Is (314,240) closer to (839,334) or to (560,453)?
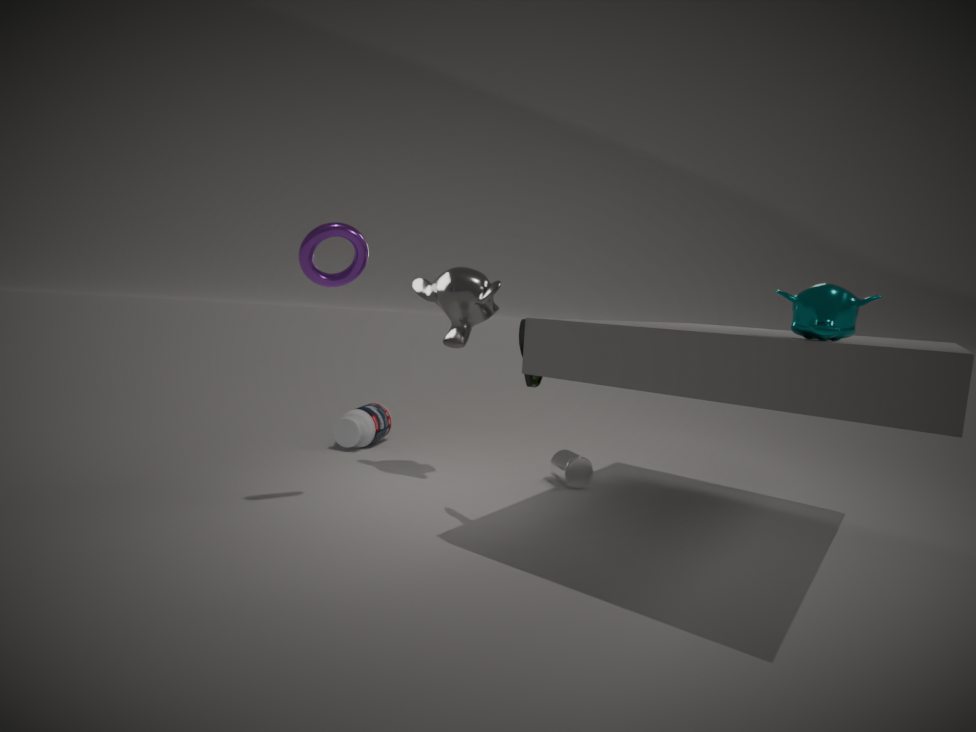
(839,334)
